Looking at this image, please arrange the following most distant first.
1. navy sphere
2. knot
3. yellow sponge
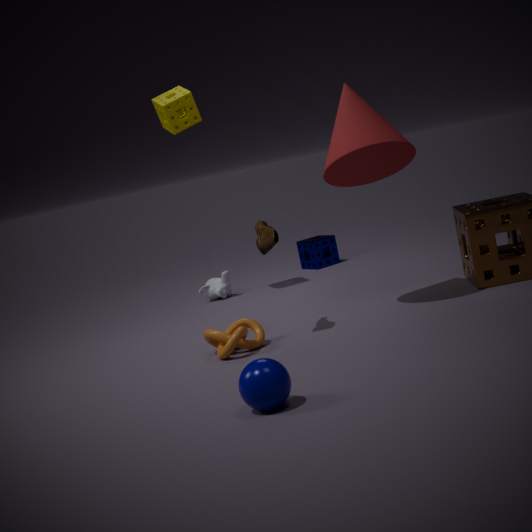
yellow sponge, knot, navy sphere
